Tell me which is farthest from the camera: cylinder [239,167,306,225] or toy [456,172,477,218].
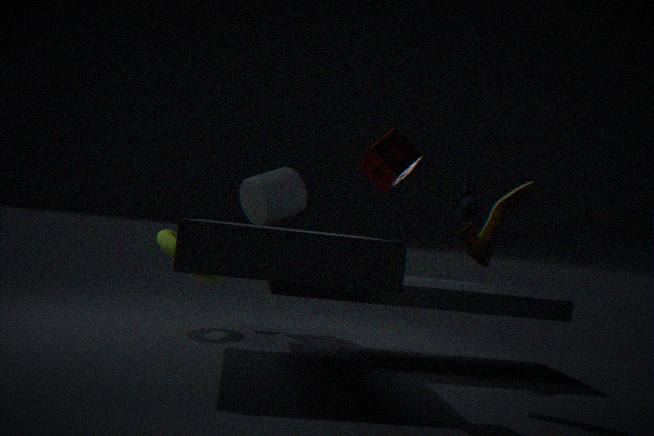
cylinder [239,167,306,225]
